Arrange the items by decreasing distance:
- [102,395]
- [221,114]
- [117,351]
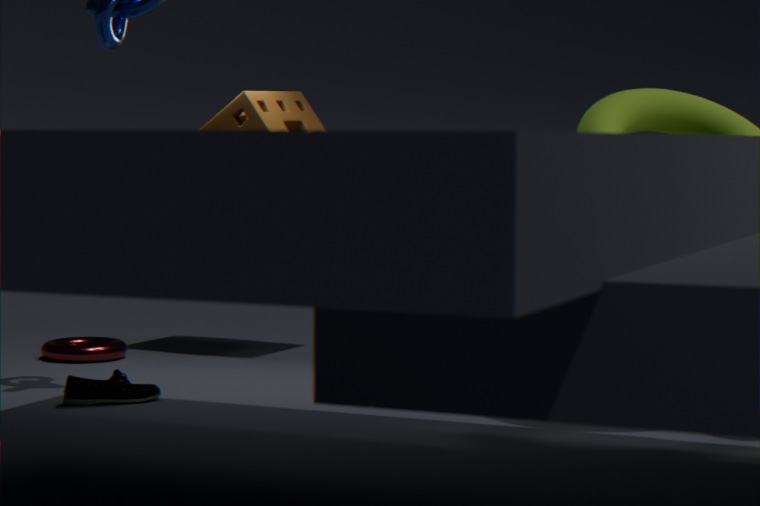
[117,351], [221,114], [102,395]
